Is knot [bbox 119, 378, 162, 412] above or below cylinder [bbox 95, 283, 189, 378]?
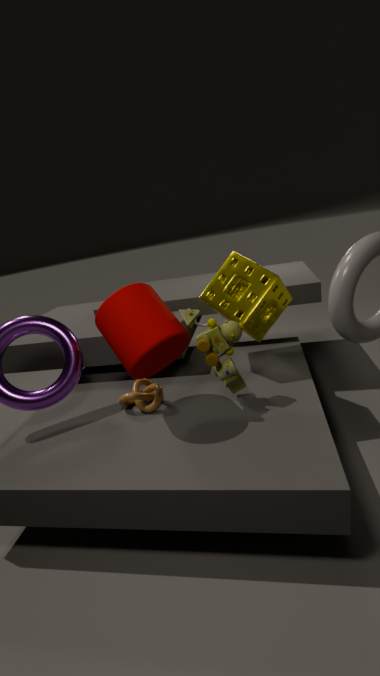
below
